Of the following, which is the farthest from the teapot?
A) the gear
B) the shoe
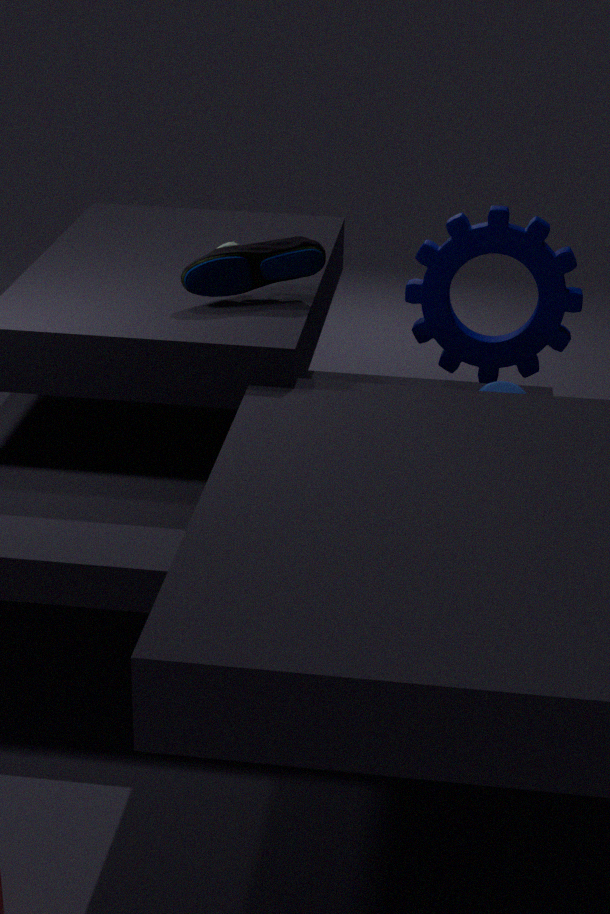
the shoe
